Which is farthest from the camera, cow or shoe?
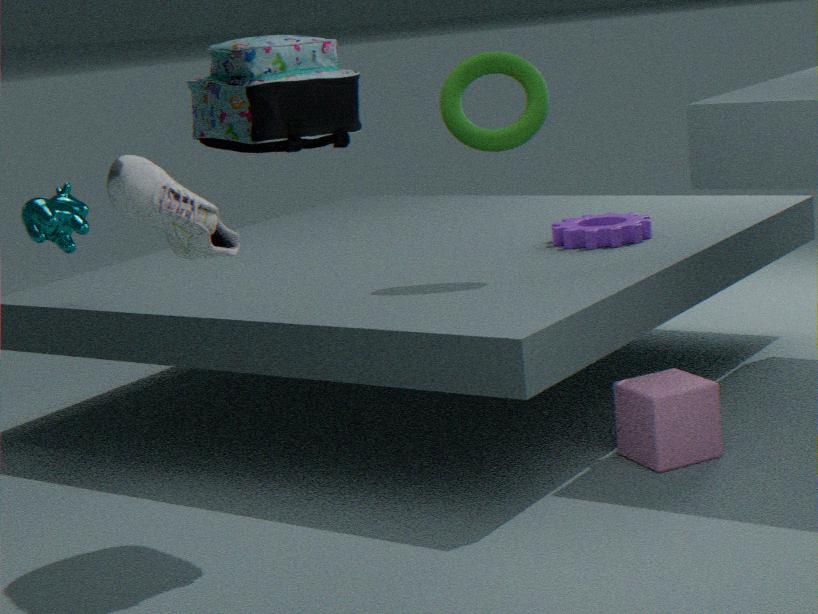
cow
